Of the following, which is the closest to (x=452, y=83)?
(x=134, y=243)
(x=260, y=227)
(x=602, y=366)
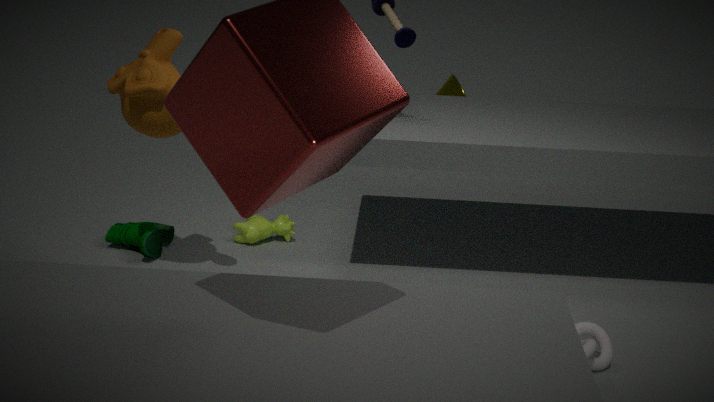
(x=260, y=227)
